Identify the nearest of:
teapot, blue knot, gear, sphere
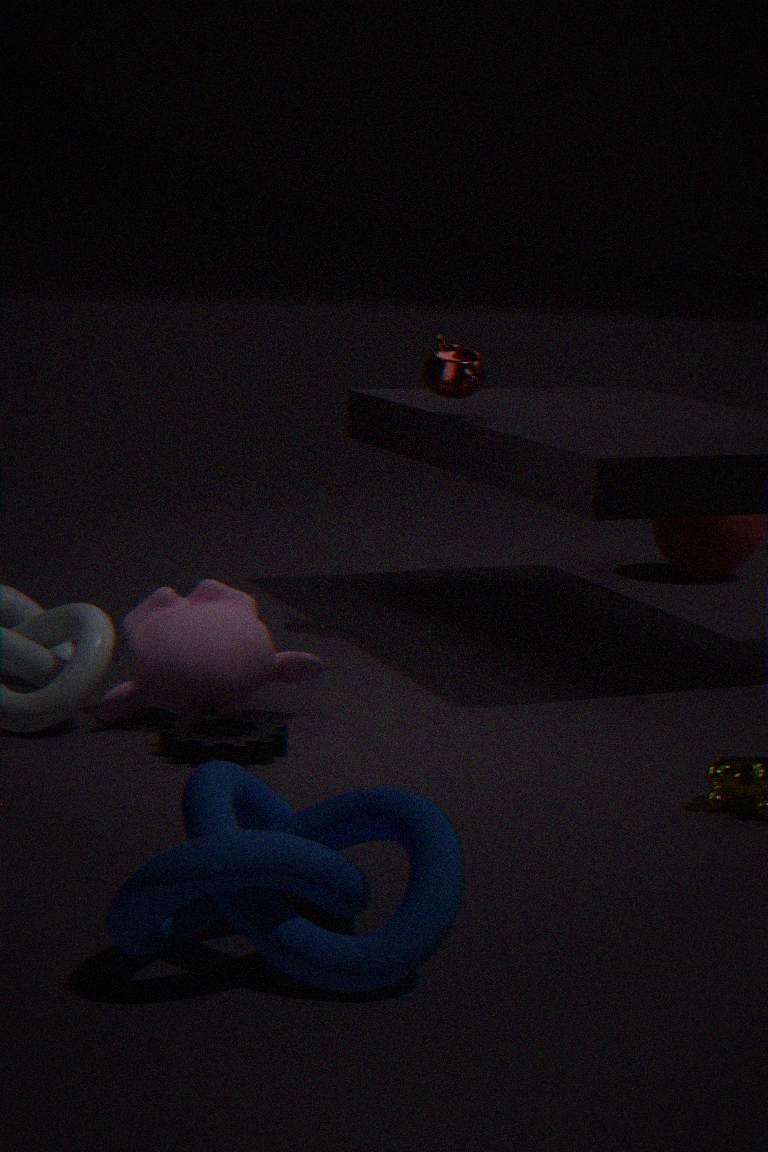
blue knot
